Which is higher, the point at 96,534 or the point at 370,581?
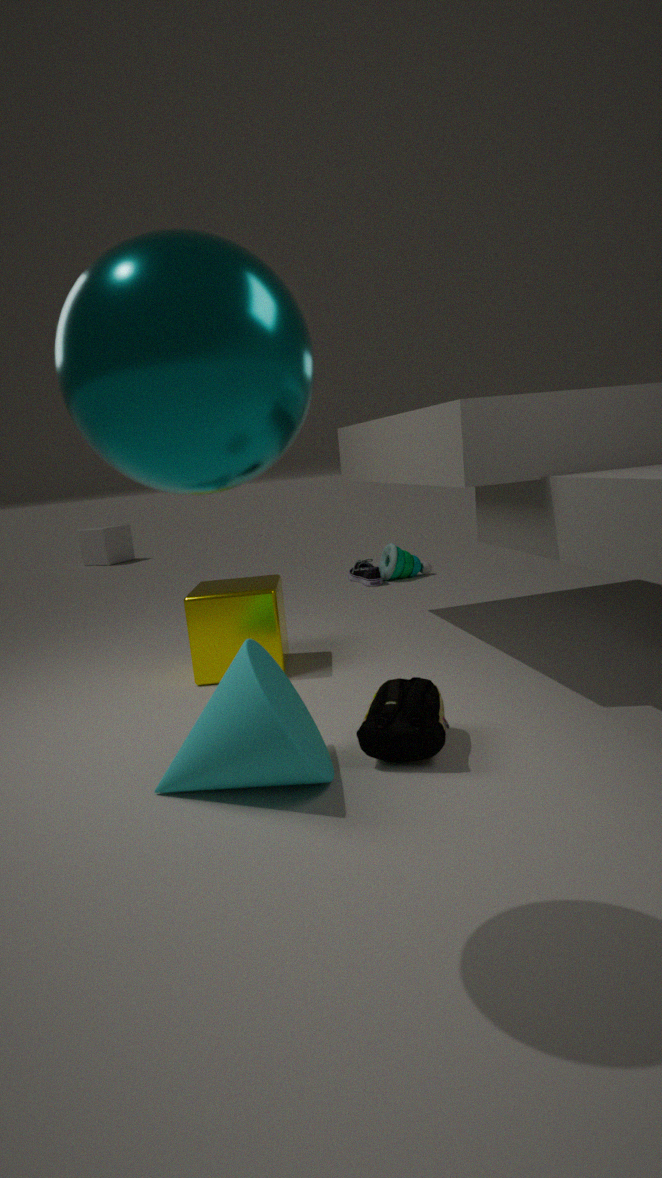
the point at 96,534
